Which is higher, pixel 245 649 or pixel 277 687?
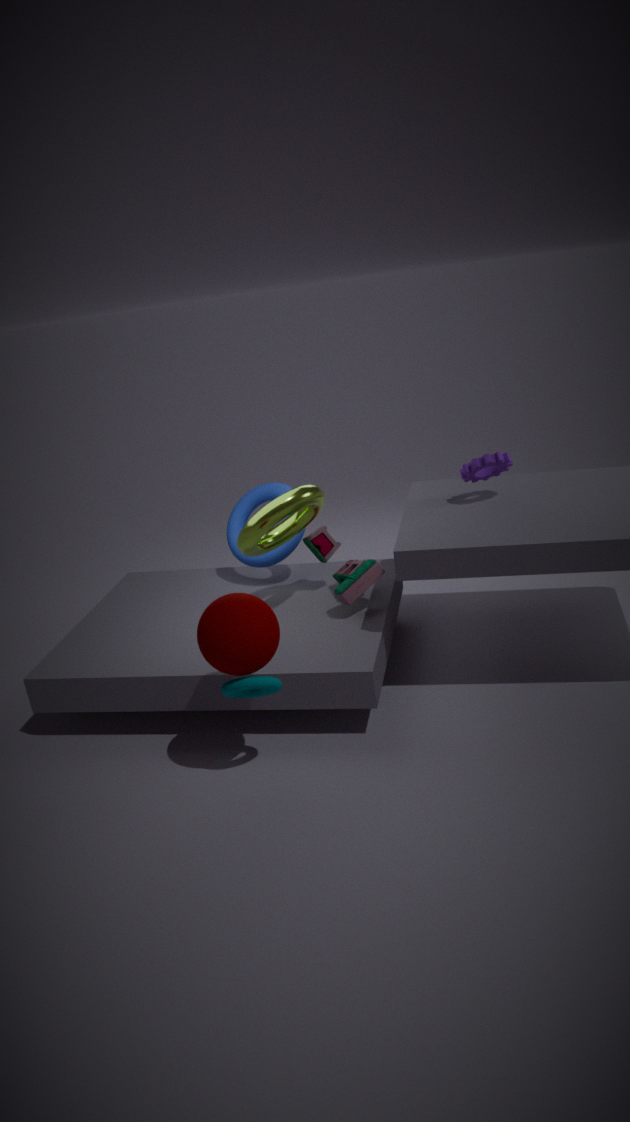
pixel 245 649
